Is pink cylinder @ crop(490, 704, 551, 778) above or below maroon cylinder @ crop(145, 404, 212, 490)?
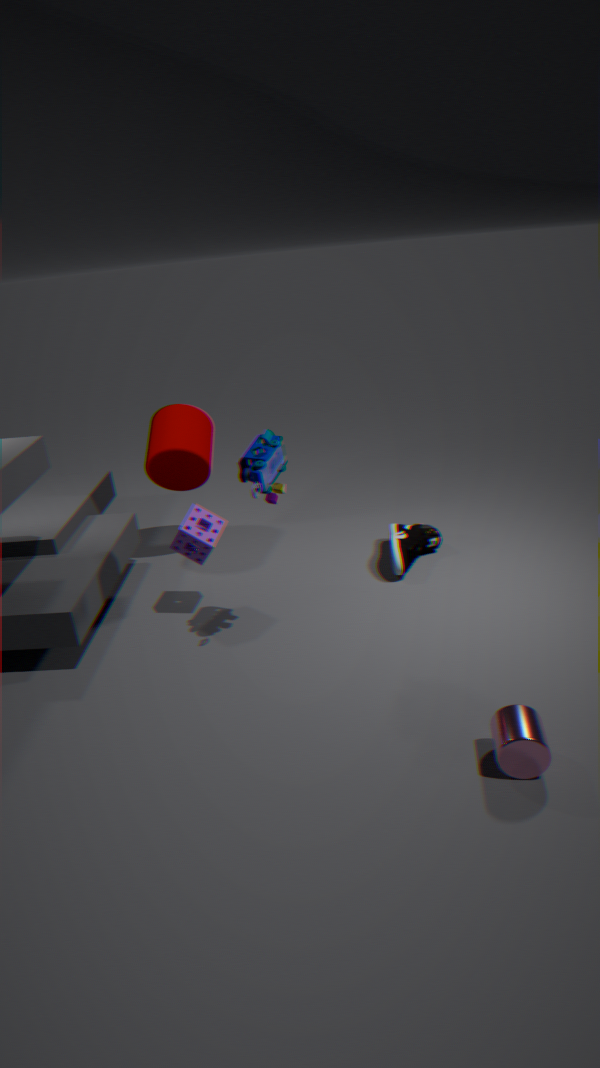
below
